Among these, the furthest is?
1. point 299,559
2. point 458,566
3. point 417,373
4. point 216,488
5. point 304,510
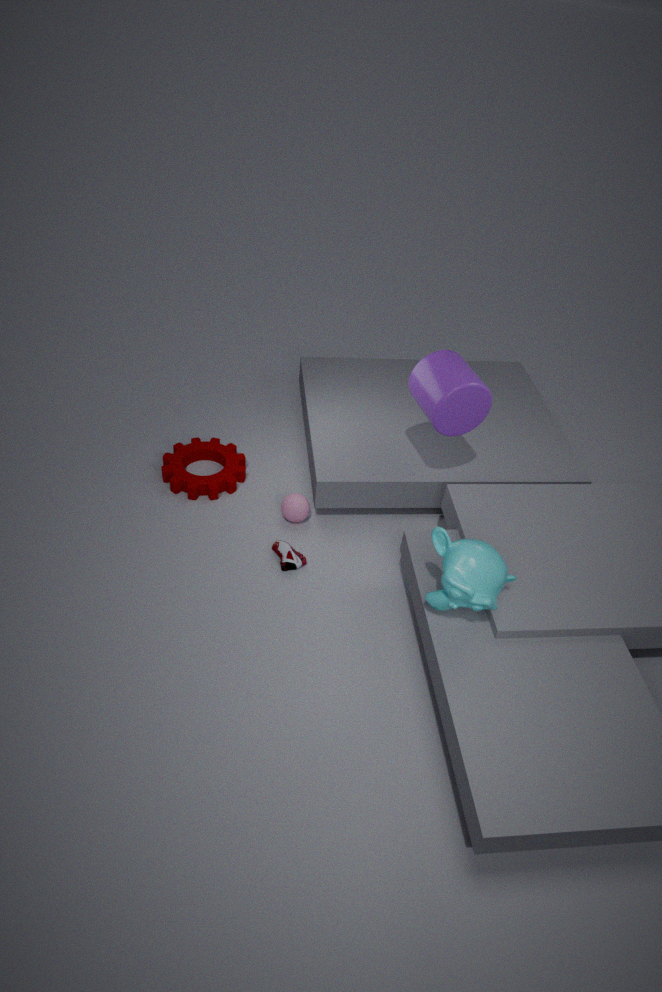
point 216,488
